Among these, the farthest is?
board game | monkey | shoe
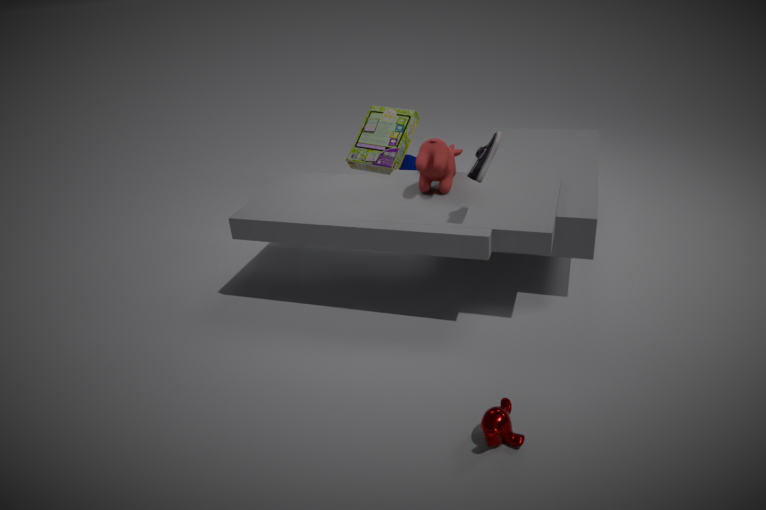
board game
